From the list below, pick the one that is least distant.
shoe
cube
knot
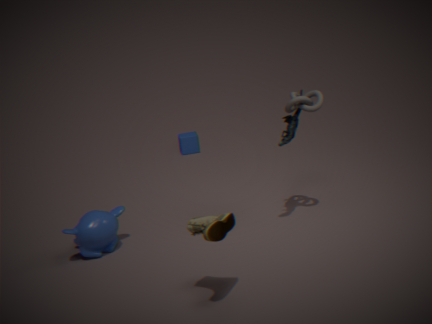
shoe
